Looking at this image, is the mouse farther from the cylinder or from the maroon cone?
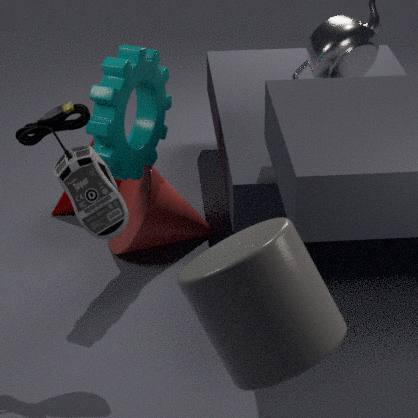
the maroon cone
